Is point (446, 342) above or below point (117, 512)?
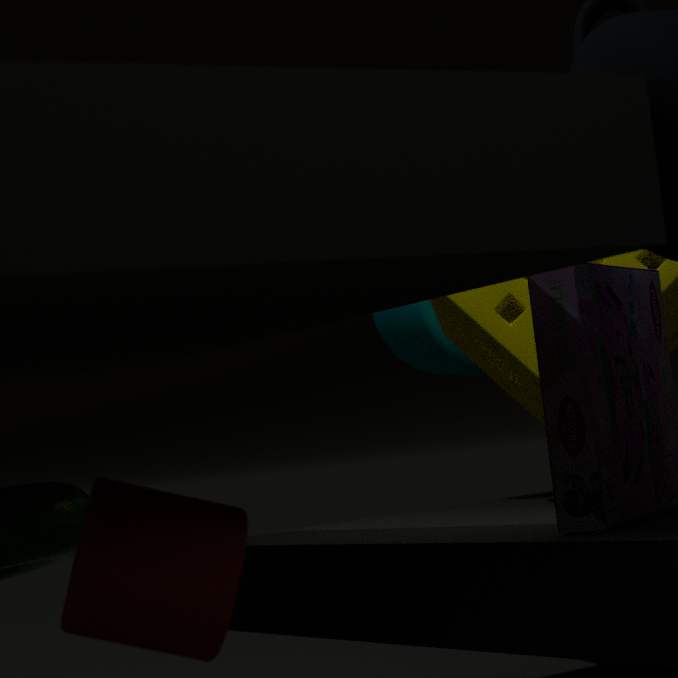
above
